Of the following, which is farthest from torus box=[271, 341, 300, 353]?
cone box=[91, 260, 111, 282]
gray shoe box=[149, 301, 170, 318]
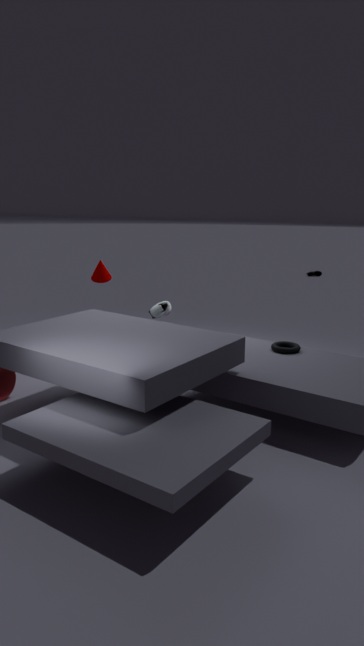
cone box=[91, 260, 111, 282]
